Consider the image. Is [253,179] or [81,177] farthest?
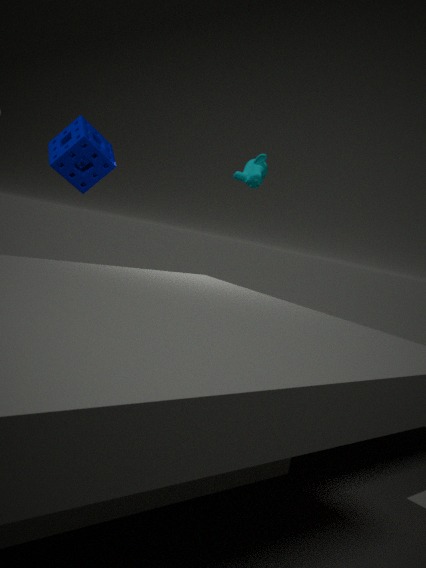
[253,179]
